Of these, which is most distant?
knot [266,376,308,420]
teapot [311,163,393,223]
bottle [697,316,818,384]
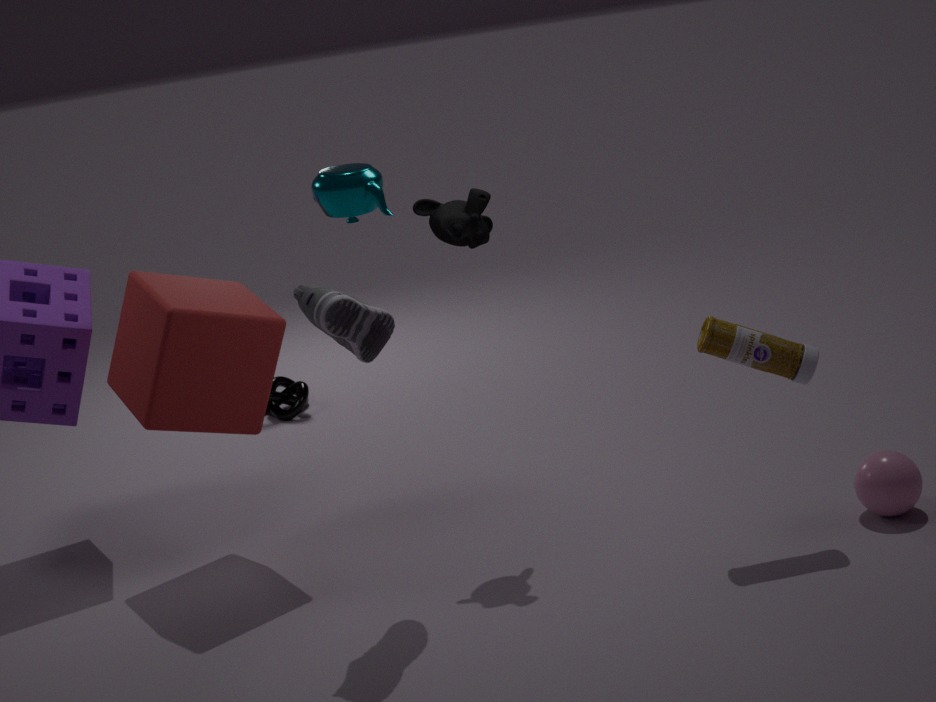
knot [266,376,308,420]
